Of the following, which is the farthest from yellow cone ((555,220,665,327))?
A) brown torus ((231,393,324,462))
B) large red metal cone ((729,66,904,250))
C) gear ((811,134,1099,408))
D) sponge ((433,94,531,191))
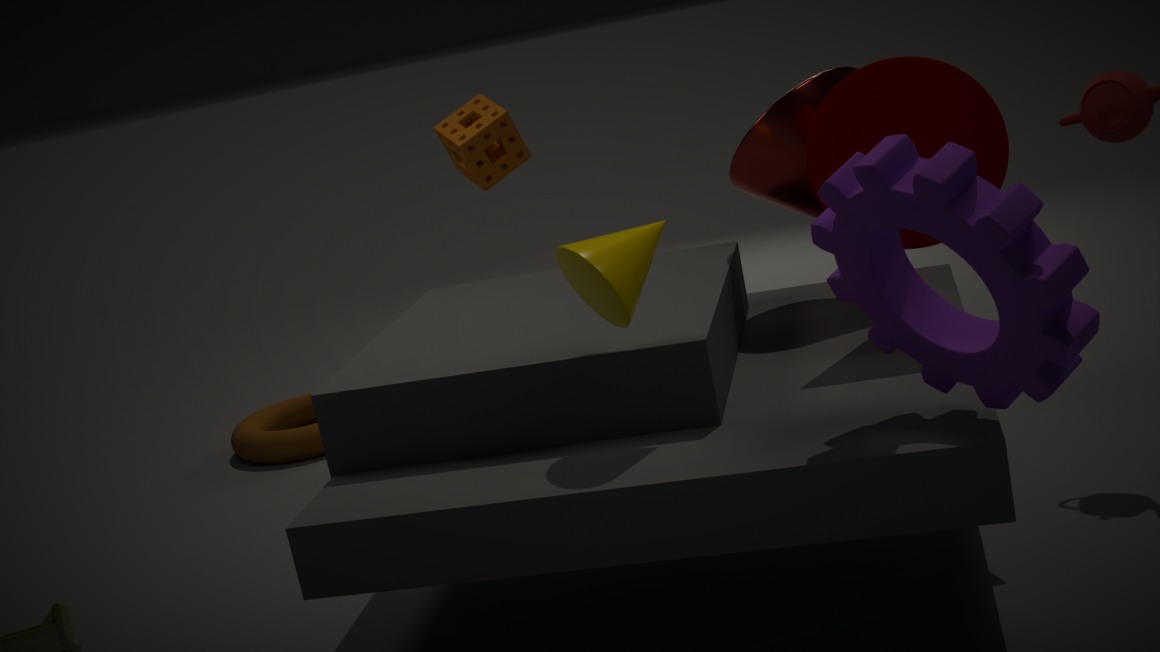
brown torus ((231,393,324,462))
